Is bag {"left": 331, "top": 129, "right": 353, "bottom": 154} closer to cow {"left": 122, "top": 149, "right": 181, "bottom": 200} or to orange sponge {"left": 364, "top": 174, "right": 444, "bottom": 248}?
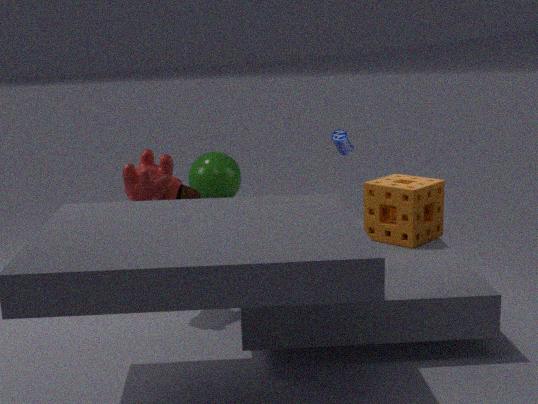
orange sponge {"left": 364, "top": 174, "right": 444, "bottom": 248}
